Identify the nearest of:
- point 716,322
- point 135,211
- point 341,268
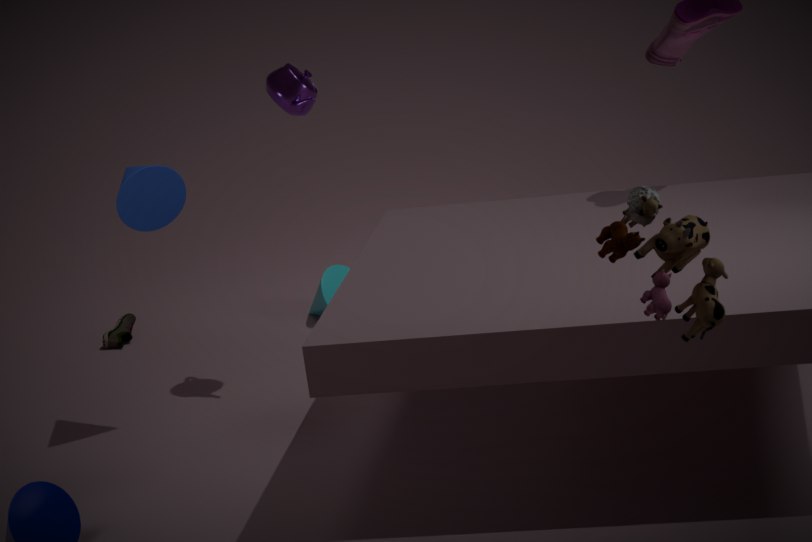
point 716,322
